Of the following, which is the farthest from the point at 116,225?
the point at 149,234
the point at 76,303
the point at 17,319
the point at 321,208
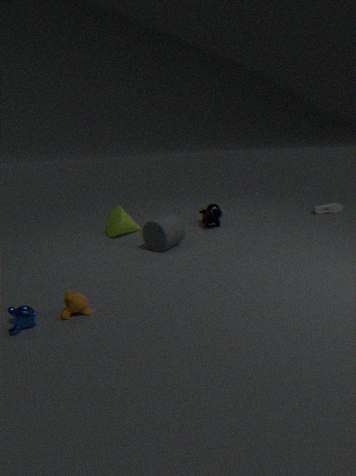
the point at 321,208
